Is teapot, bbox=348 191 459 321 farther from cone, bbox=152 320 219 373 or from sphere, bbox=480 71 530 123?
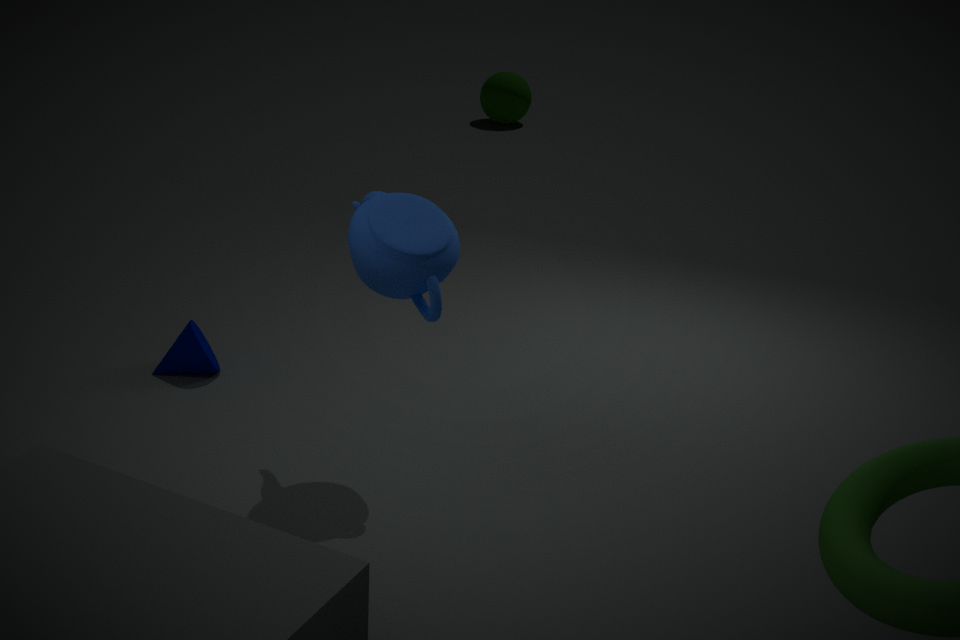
sphere, bbox=480 71 530 123
